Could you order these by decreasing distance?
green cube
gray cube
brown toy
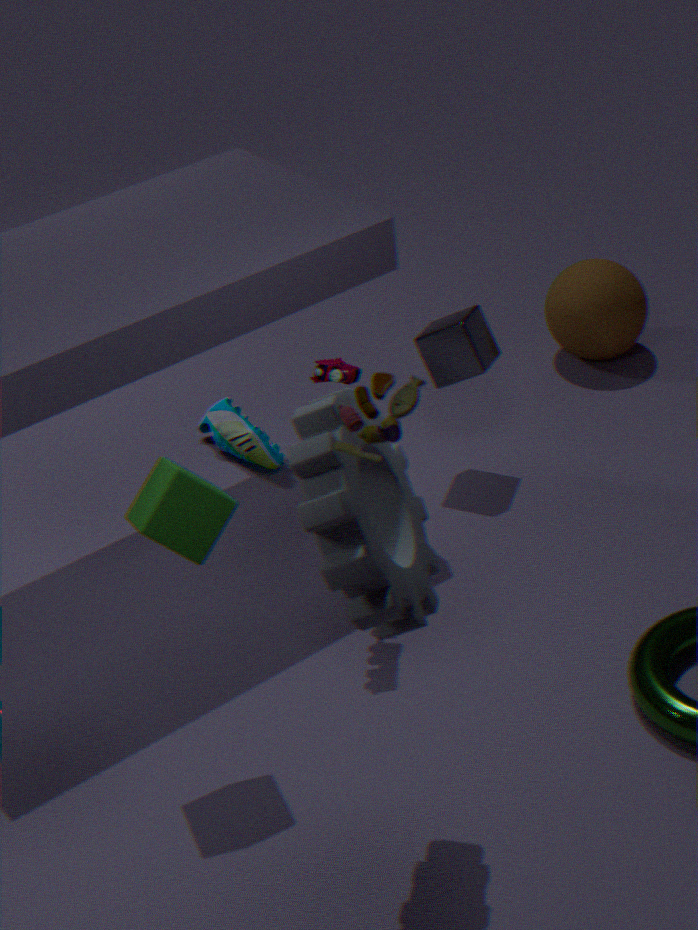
1. gray cube
2. green cube
3. brown toy
